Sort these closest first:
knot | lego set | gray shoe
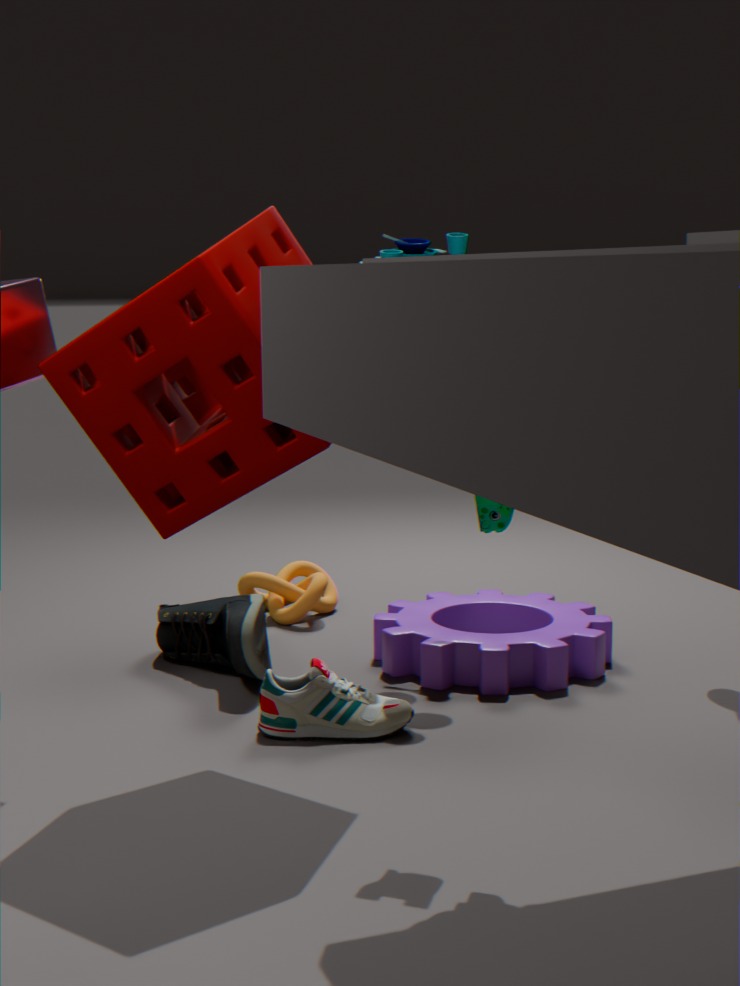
lego set
gray shoe
knot
